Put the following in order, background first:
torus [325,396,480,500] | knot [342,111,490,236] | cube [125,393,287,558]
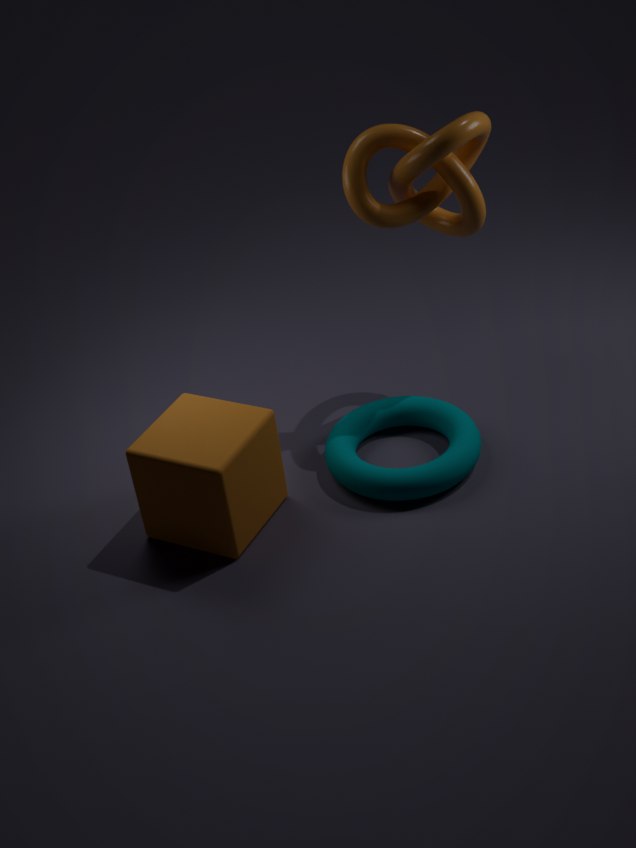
torus [325,396,480,500] → knot [342,111,490,236] → cube [125,393,287,558]
